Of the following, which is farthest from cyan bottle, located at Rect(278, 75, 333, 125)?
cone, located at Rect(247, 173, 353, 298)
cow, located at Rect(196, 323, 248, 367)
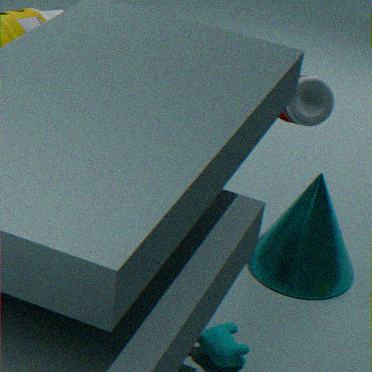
cow, located at Rect(196, 323, 248, 367)
